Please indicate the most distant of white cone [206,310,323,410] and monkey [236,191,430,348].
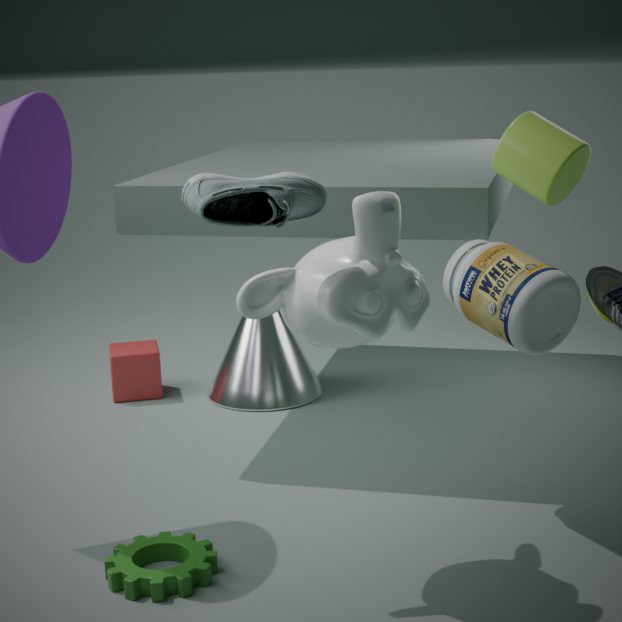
white cone [206,310,323,410]
